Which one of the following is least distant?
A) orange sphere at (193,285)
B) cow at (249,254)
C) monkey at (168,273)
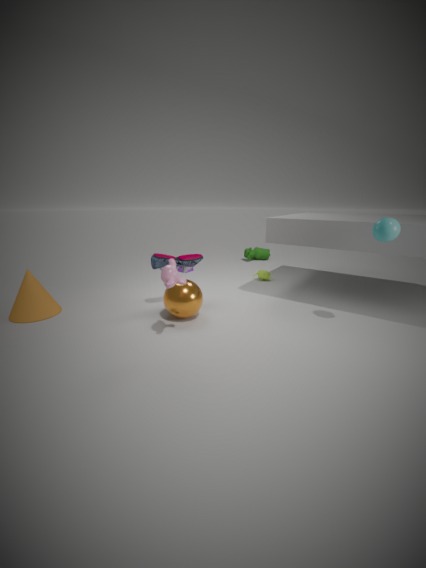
monkey at (168,273)
